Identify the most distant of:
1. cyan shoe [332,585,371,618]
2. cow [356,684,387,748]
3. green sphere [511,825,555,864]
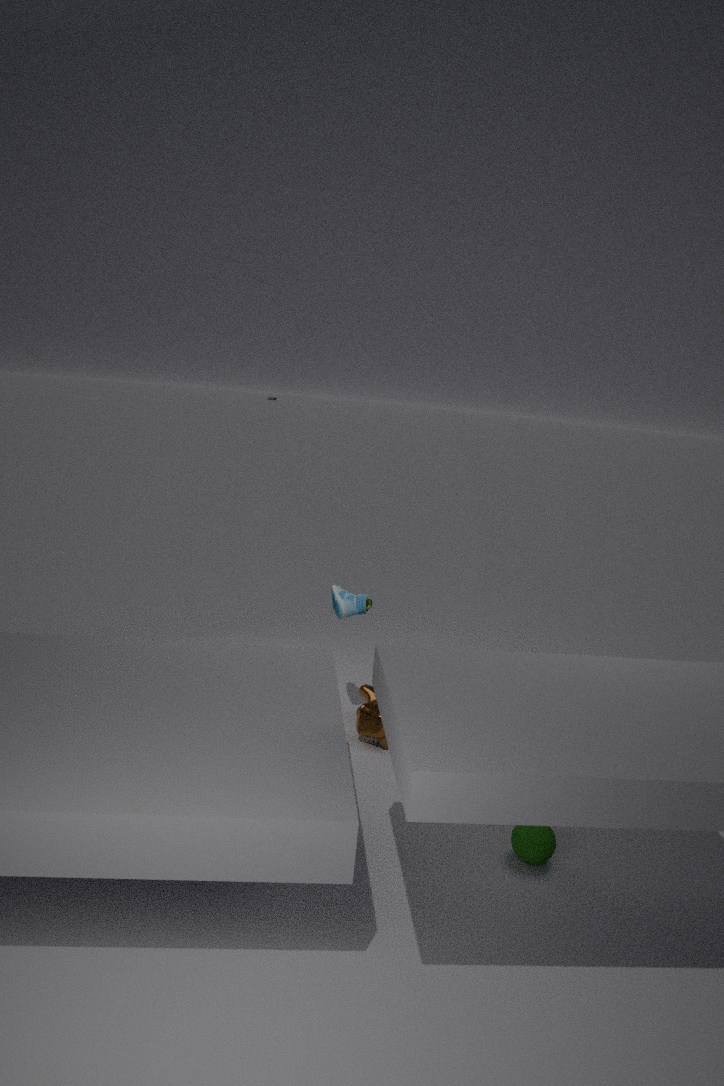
cyan shoe [332,585,371,618]
